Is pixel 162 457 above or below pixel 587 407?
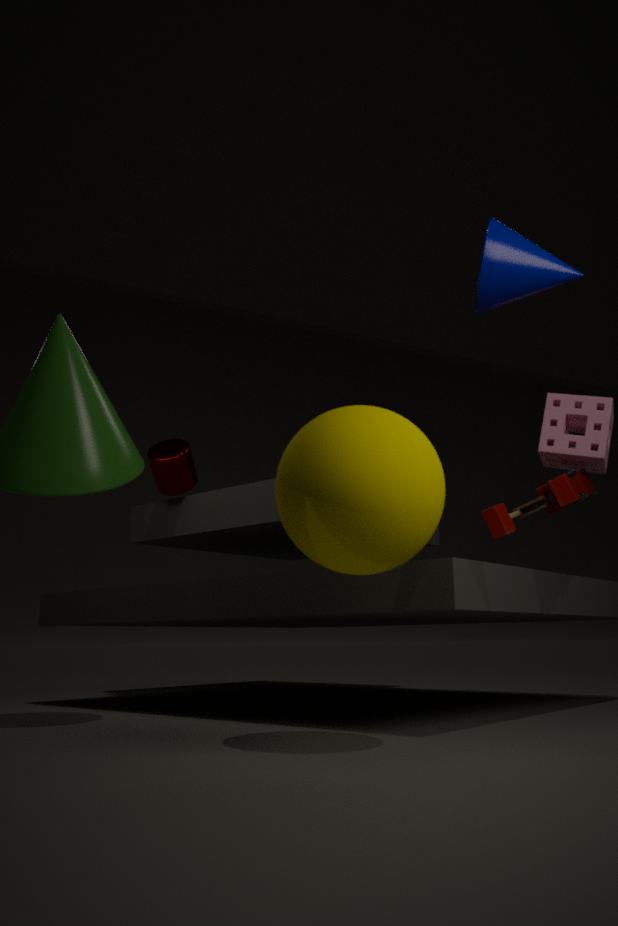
above
